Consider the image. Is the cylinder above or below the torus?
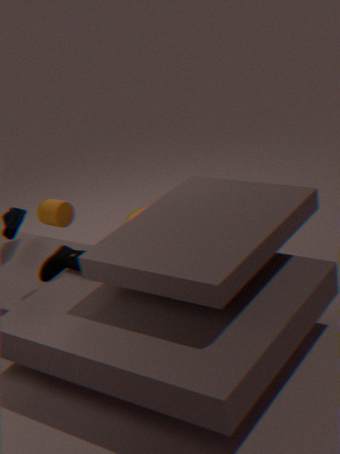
above
